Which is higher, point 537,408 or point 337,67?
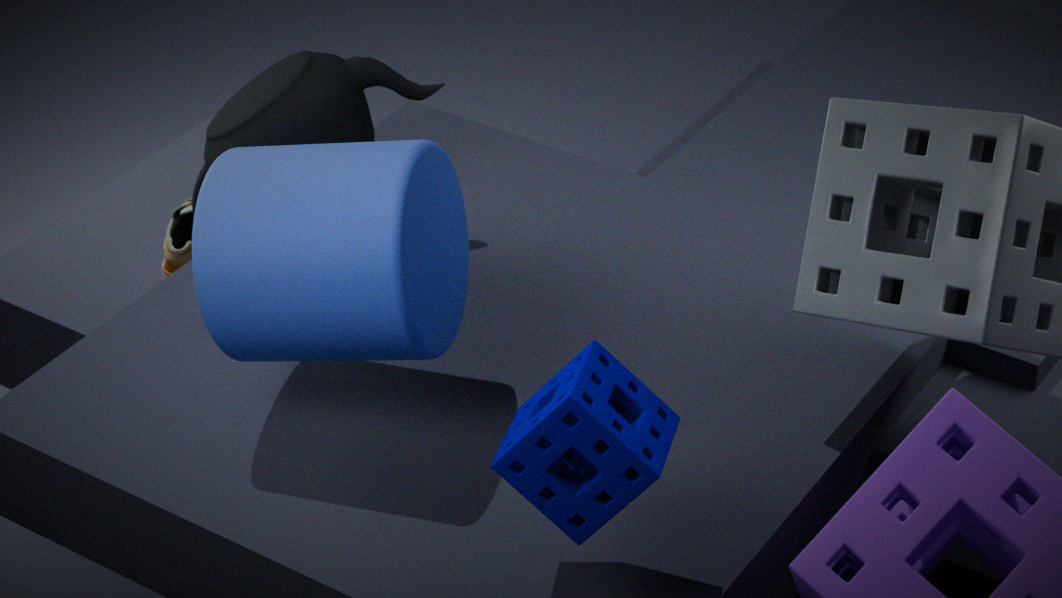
point 537,408
